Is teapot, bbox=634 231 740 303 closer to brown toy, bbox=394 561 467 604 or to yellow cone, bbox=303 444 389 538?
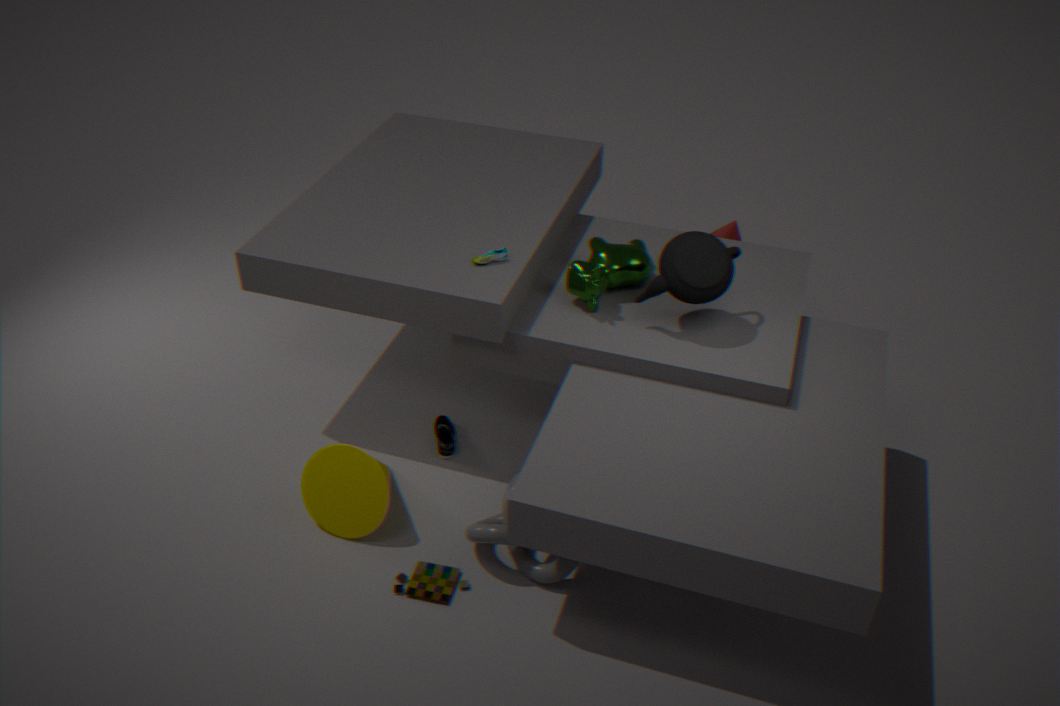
yellow cone, bbox=303 444 389 538
